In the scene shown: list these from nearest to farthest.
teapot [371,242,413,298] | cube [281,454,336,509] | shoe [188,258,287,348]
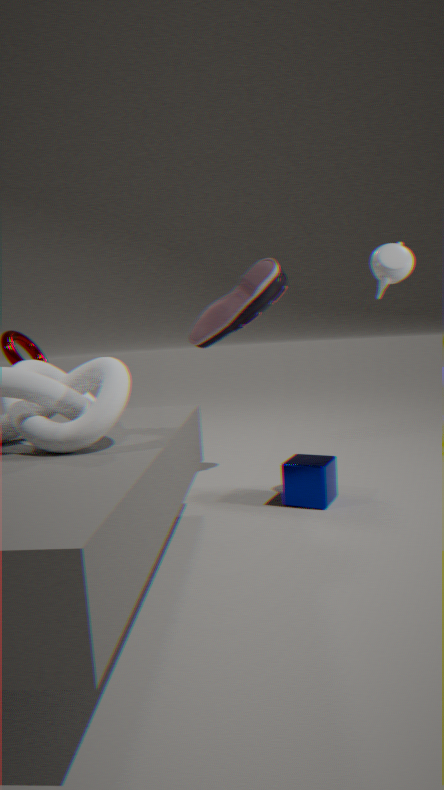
teapot [371,242,413,298], cube [281,454,336,509], shoe [188,258,287,348]
